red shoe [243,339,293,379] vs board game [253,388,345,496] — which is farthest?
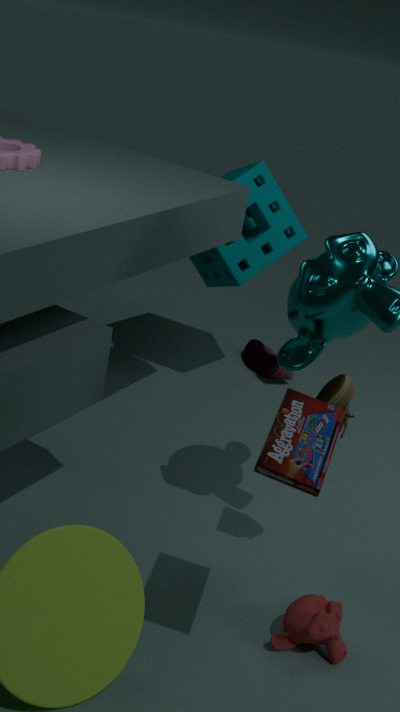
red shoe [243,339,293,379]
